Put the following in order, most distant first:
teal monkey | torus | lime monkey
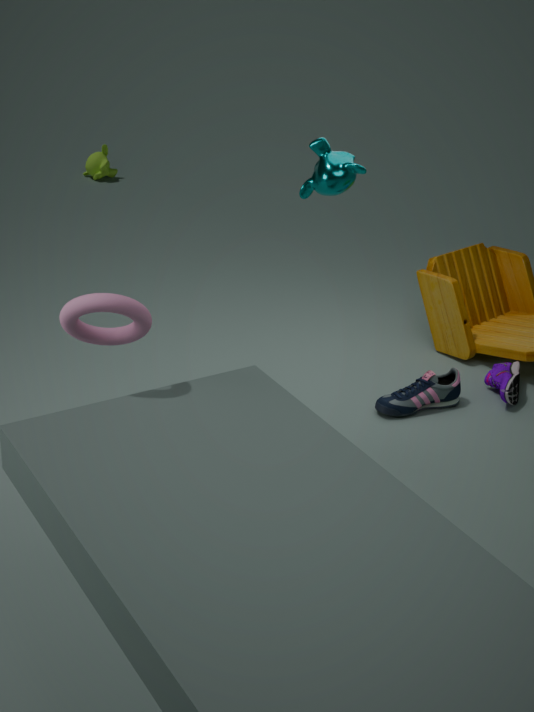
lime monkey
teal monkey
torus
